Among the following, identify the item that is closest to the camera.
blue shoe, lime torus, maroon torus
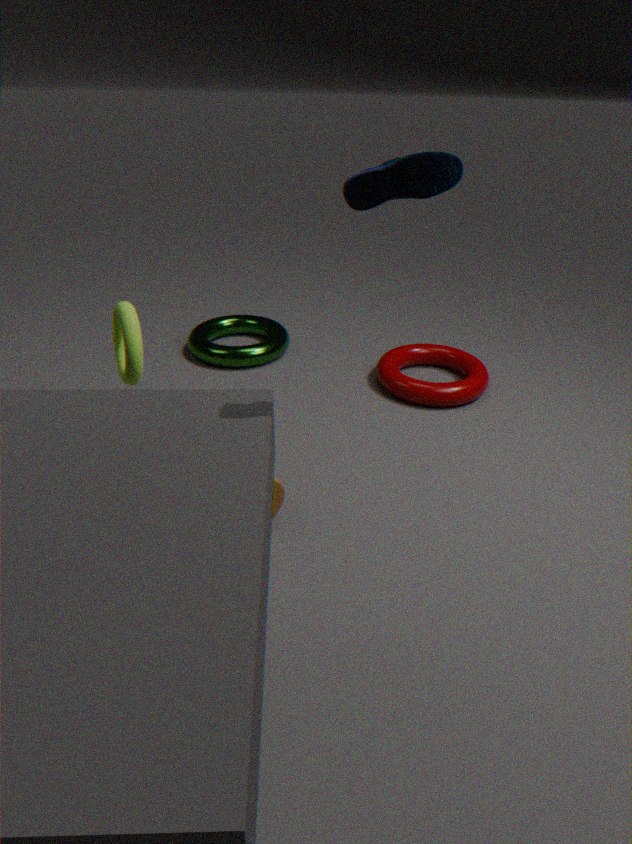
blue shoe
